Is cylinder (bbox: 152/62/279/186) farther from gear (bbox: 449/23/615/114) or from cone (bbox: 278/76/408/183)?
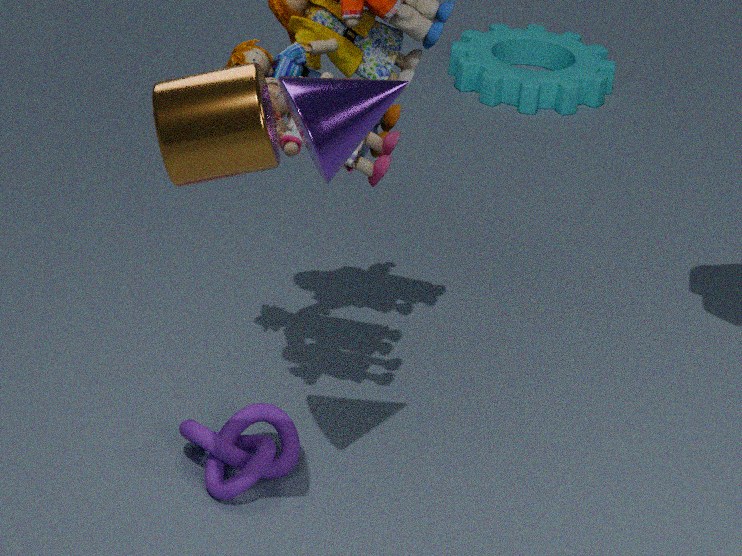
gear (bbox: 449/23/615/114)
